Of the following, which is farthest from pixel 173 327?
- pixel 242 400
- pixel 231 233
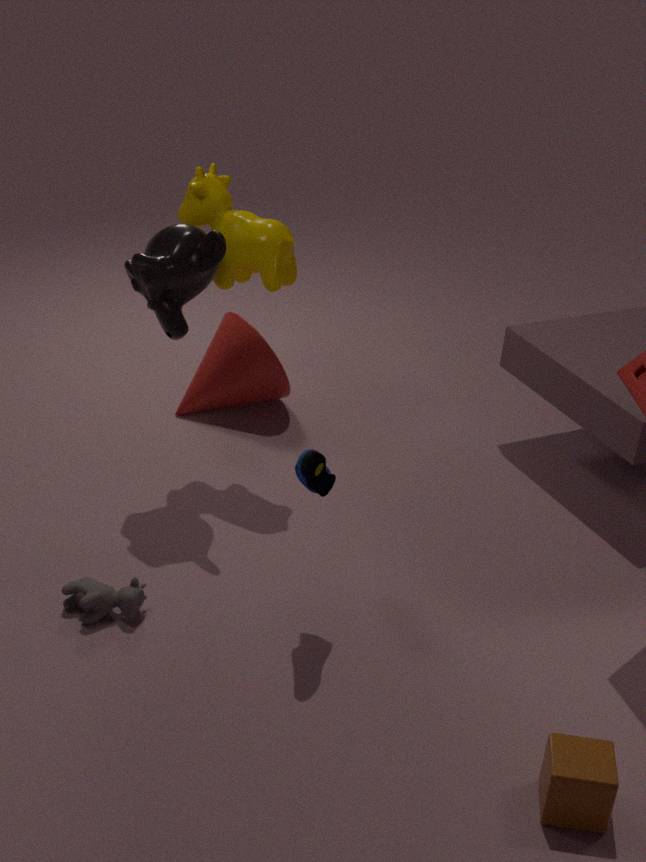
pixel 242 400
